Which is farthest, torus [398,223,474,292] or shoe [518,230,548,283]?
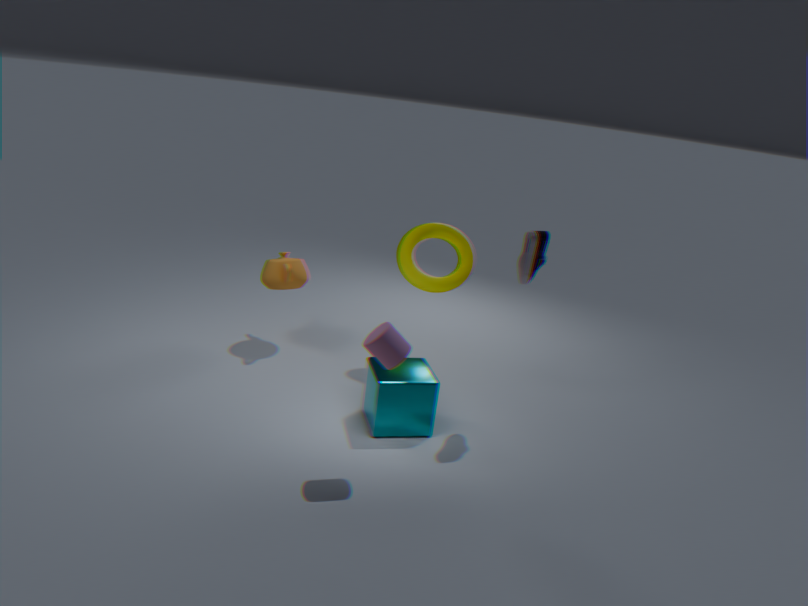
torus [398,223,474,292]
